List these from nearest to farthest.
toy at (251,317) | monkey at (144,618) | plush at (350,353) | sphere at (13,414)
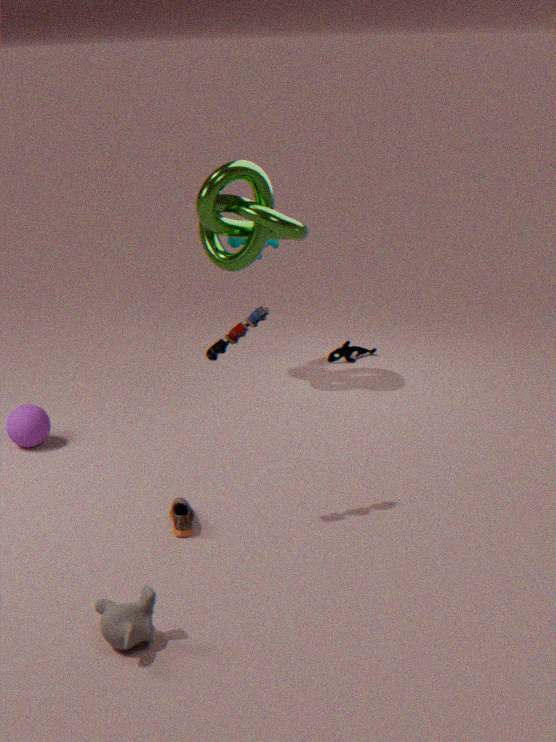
monkey at (144,618) < toy at (251,317) < sphere at (13,414) < plush at (350,353)
